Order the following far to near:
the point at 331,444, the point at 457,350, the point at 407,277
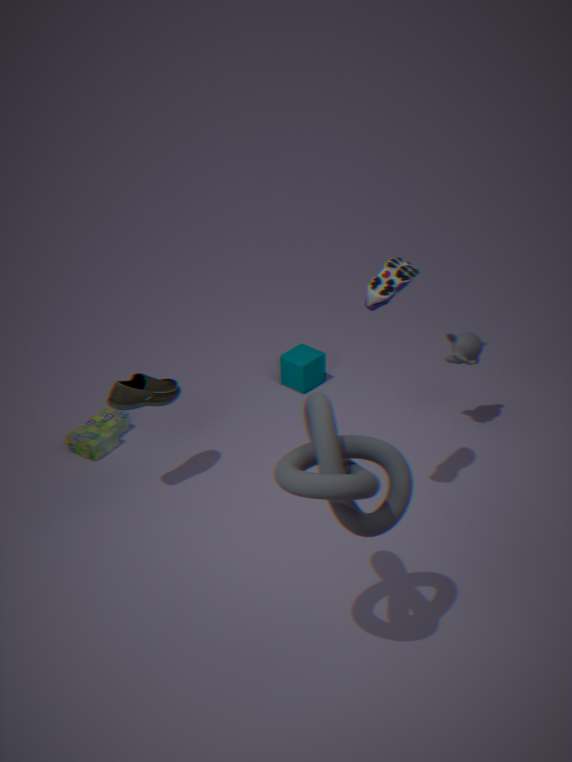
the point at 457,350 < the point at 407,277 < the point at 331,444
